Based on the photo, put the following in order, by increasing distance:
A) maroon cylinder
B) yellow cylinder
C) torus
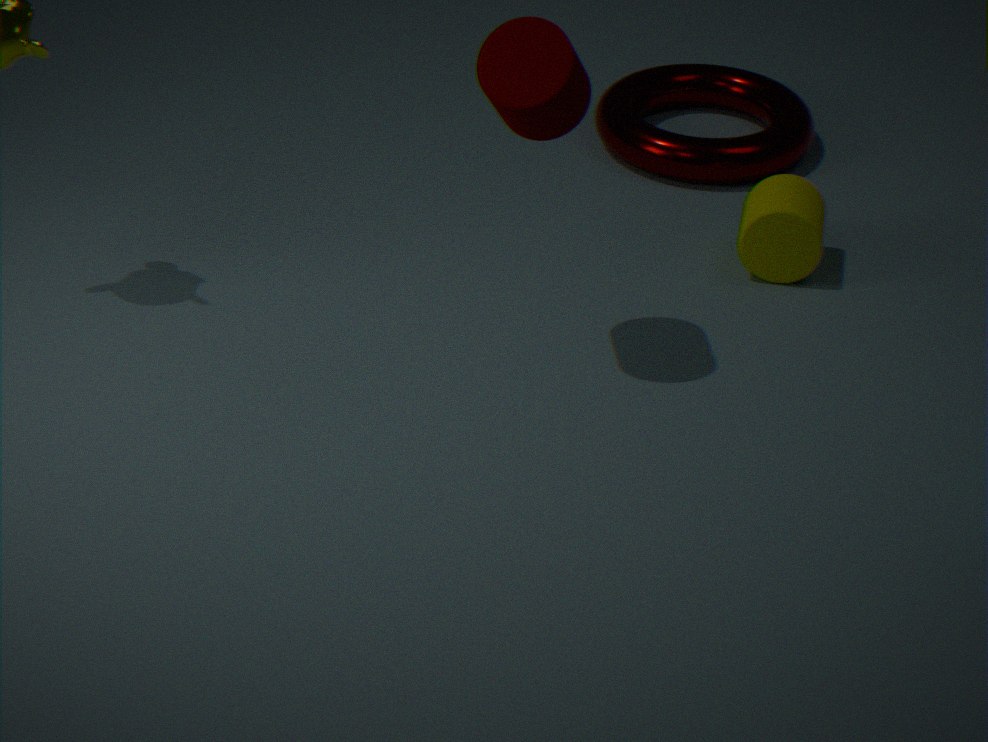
maroon cylinder < yellow cylinder < torus
